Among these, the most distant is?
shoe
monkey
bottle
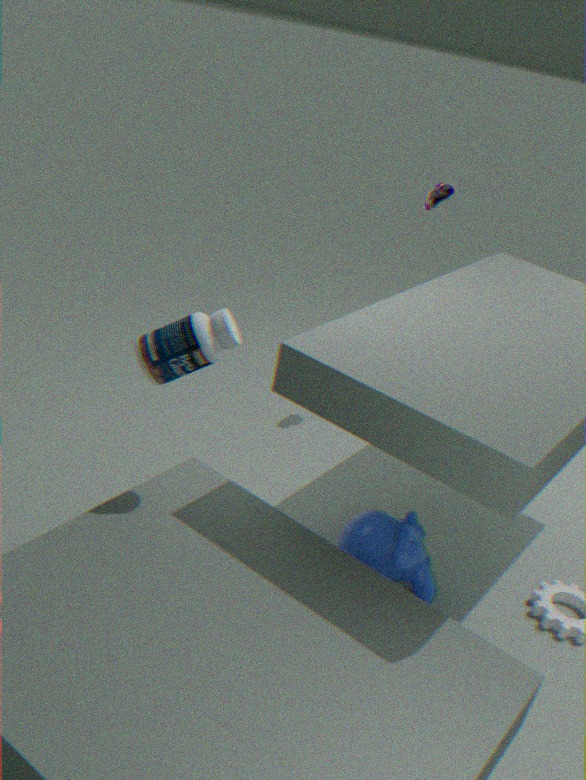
shoe
